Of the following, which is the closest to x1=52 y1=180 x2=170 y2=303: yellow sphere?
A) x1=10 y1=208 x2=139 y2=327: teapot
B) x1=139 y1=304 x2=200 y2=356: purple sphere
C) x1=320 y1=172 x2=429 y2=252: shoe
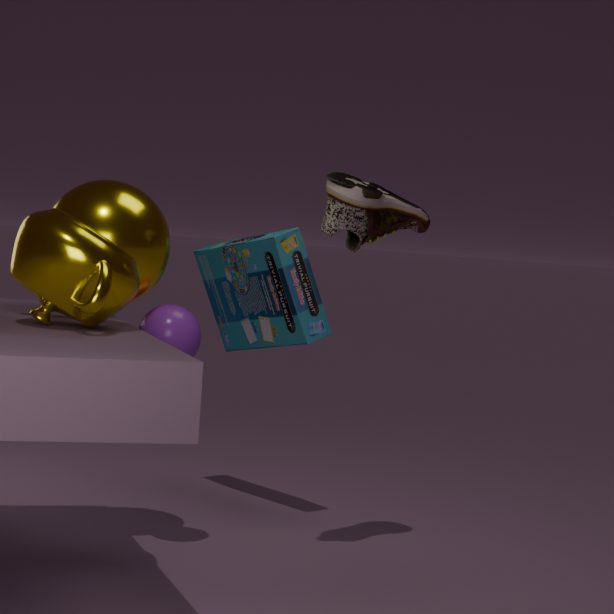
x1=139 y1=304 x2=200 y2=356: purple sphere
